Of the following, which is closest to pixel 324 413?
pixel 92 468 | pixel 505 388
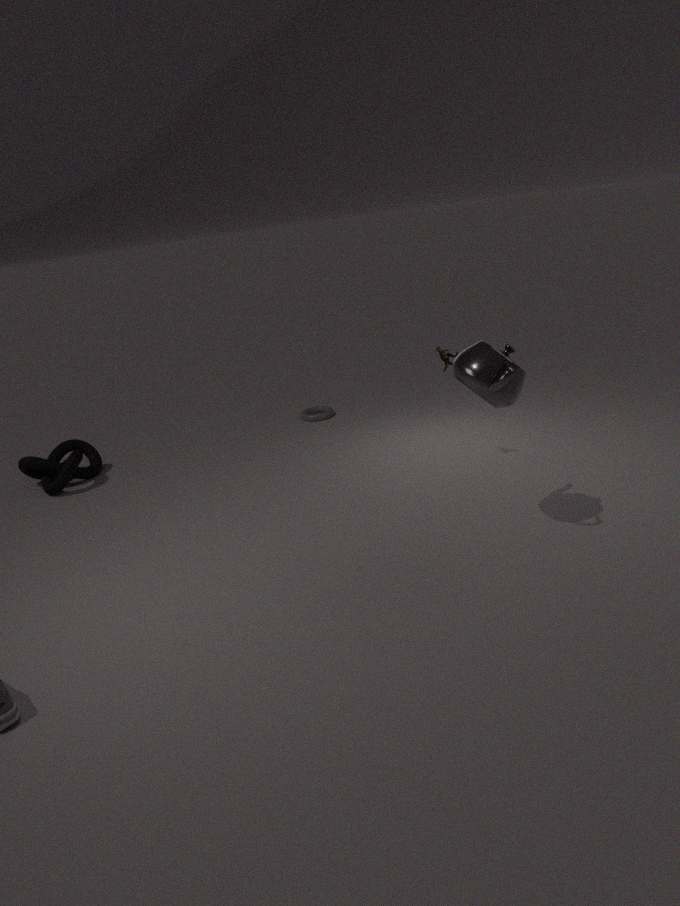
pixel 92 468
